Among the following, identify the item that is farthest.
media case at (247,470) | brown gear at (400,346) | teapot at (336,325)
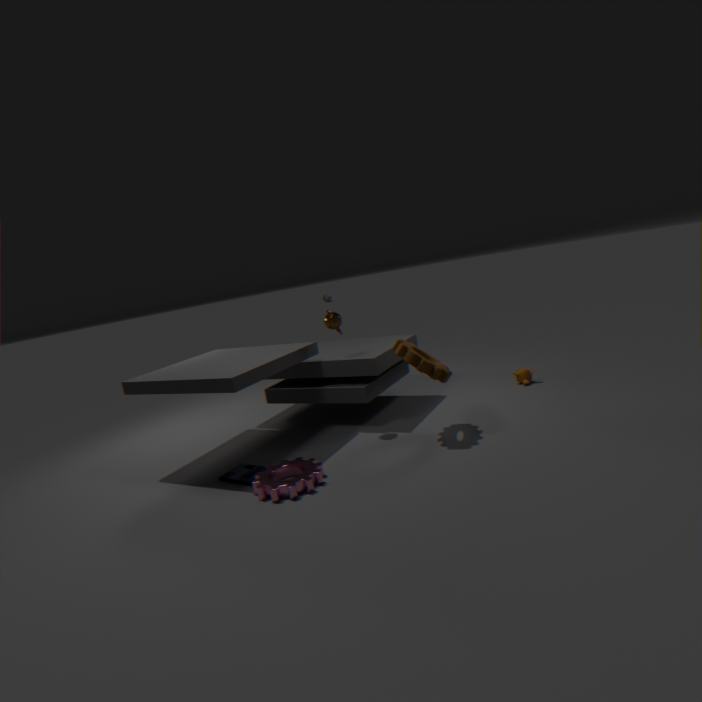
teapot at (336,325)
